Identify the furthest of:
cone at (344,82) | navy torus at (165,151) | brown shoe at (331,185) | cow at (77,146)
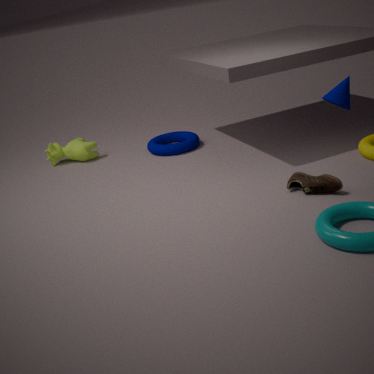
cow at (77,146)
